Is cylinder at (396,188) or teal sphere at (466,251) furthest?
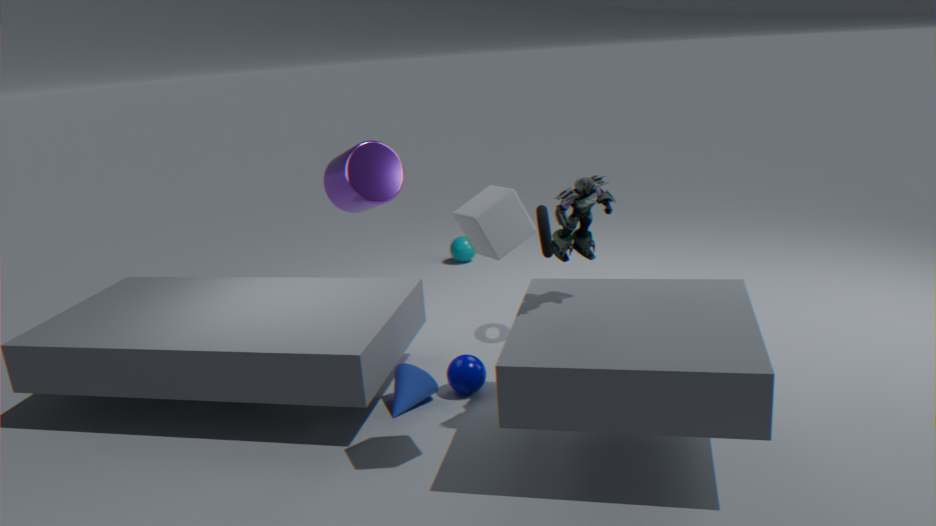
teal sphere at (466,251)
